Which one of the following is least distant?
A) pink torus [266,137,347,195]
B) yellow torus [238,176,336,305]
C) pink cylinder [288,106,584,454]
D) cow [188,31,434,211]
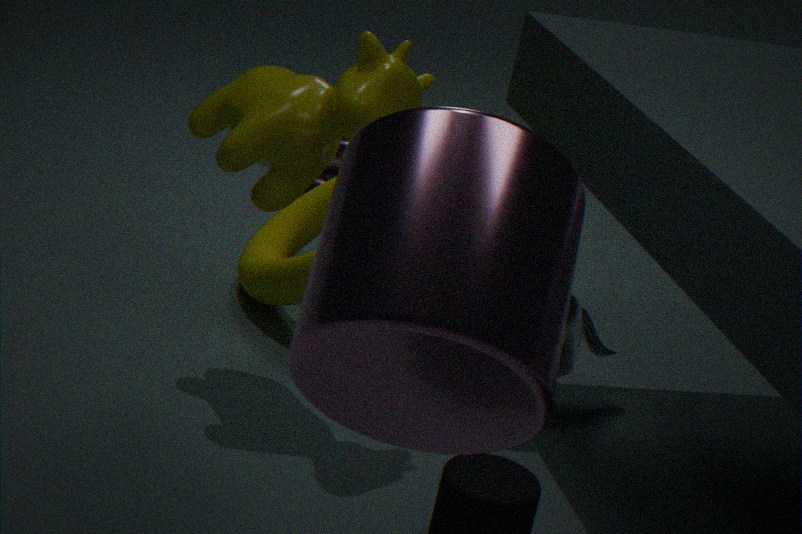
pink cylinder [288,106,584,454]
